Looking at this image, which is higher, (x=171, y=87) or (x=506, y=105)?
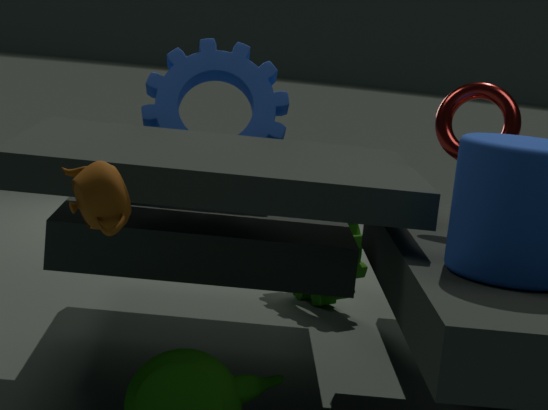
(x=506, y=105)
